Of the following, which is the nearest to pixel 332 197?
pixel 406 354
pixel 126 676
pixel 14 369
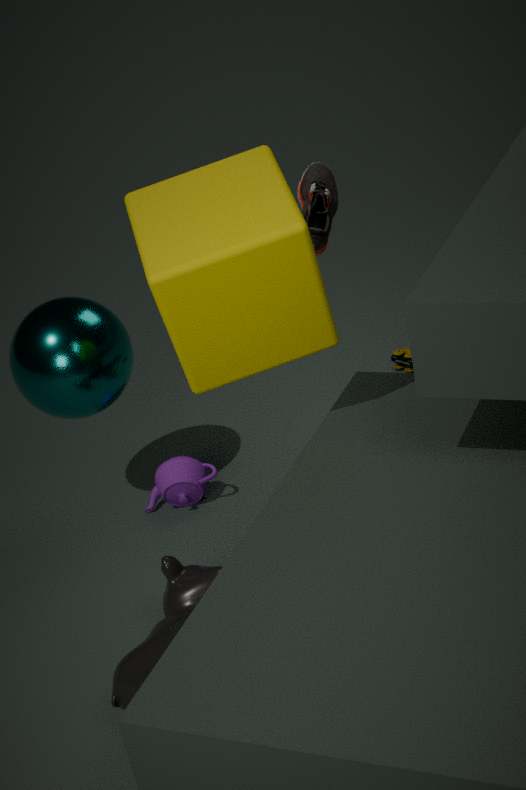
pixel 14 369
